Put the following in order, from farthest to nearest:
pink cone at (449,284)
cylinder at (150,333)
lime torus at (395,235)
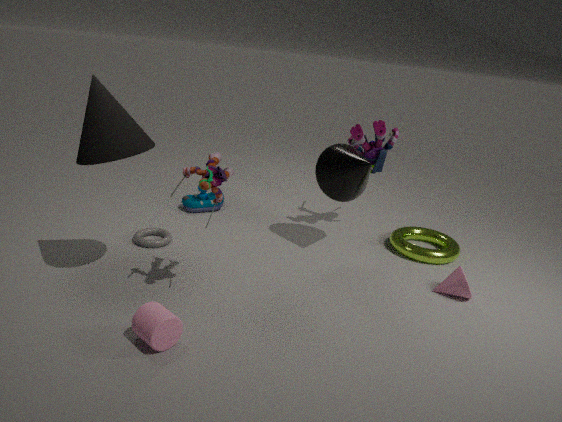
lime torus at (395,235) < pink cone at (449,284) < cylinder at (150,333)
